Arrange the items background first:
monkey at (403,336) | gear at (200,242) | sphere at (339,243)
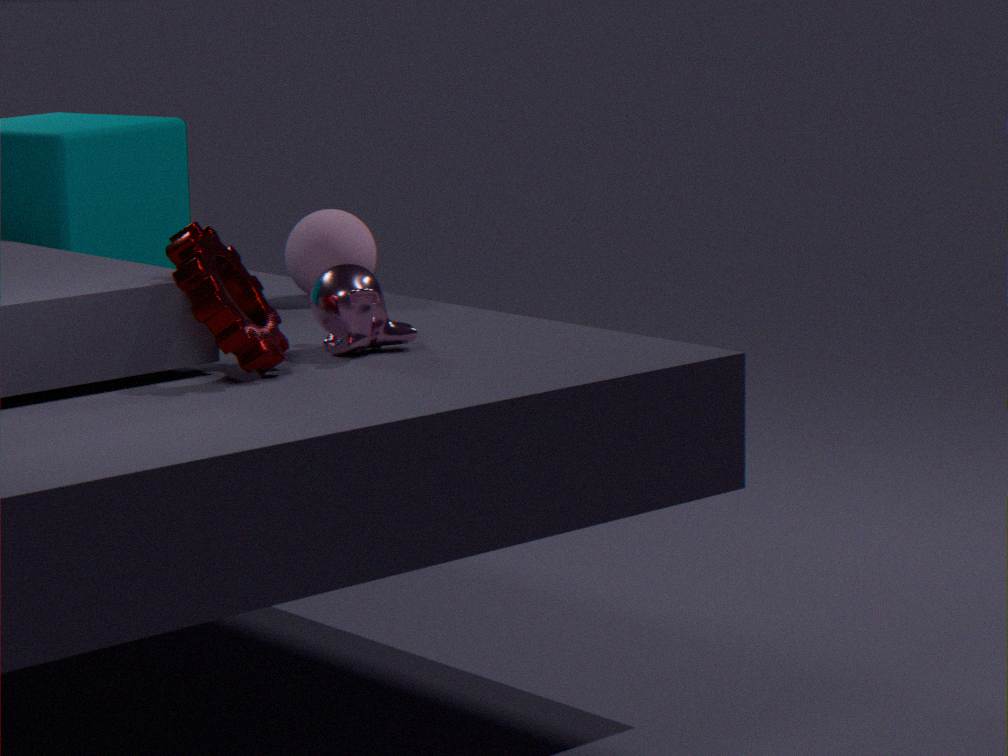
sphere at (339,243)
monkey at (403,336)
gear at (200,242)
